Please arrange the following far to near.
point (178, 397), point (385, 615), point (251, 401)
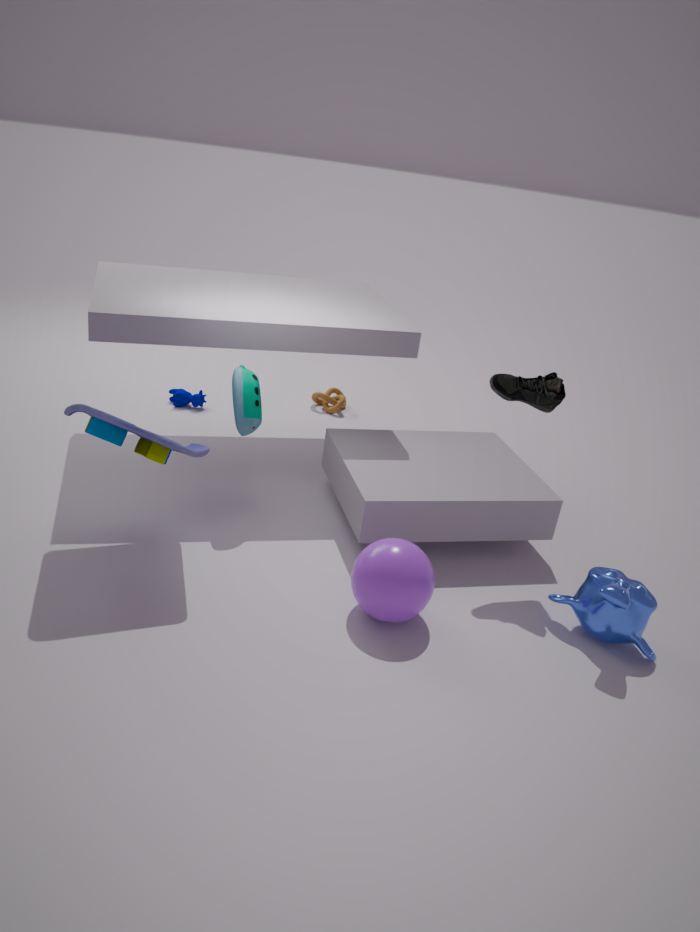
1. point (178, 397)
2. point (251, 401)
3. point (385, 615)
